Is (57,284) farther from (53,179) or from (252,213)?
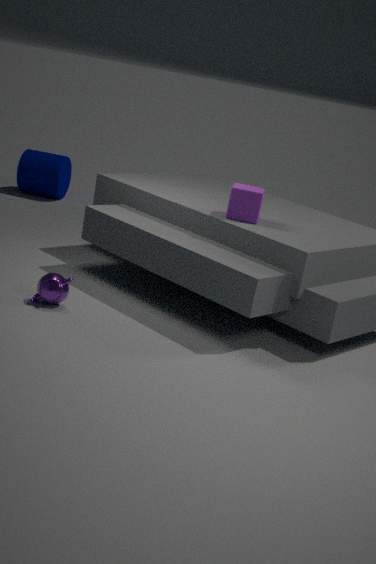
(53,179)
